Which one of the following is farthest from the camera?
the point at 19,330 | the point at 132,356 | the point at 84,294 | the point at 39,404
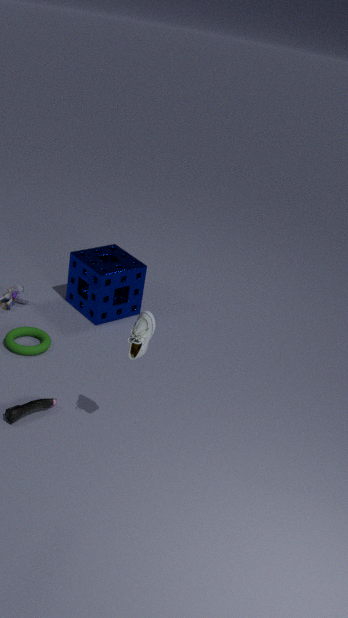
the point at 84,294
